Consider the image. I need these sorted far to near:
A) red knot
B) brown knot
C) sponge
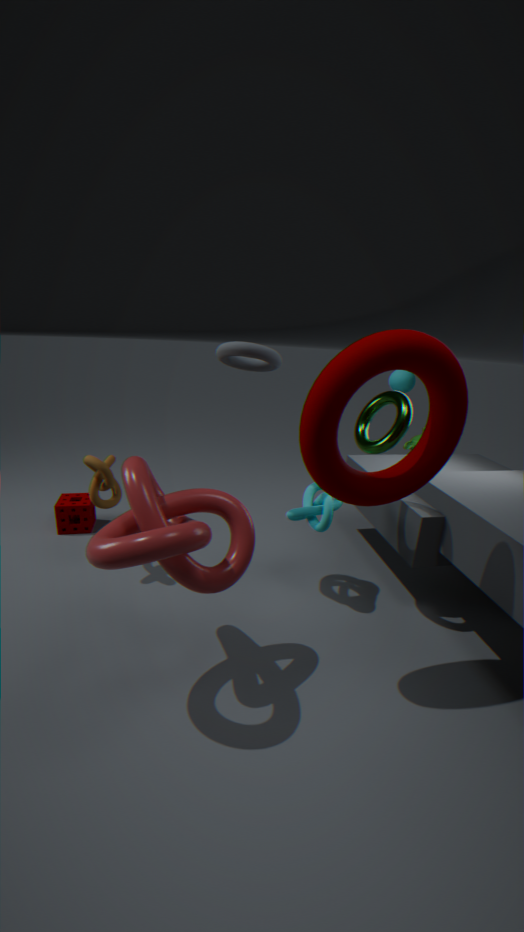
1. sponge
2. brown knot
3. red knot
